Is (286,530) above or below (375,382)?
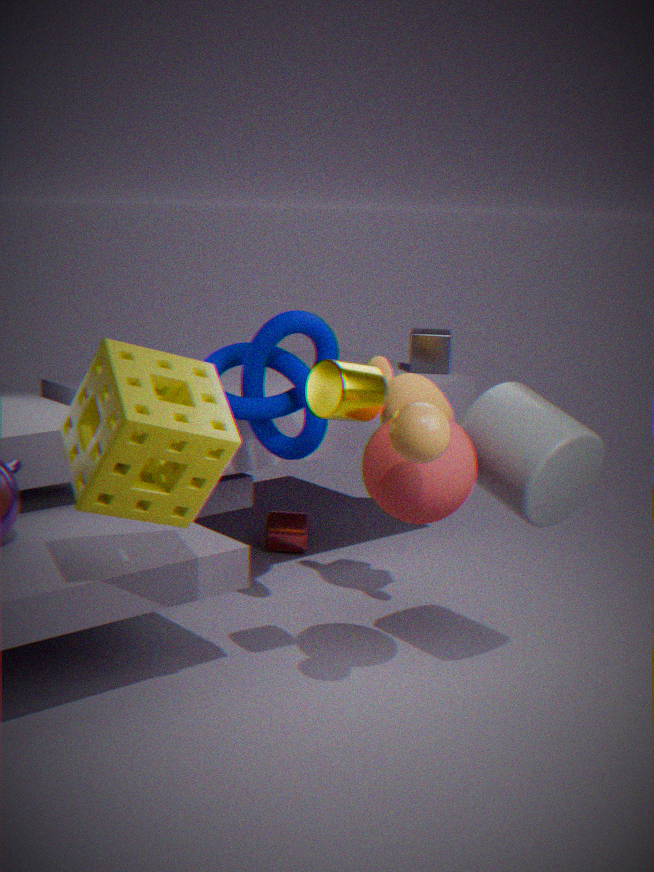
below
